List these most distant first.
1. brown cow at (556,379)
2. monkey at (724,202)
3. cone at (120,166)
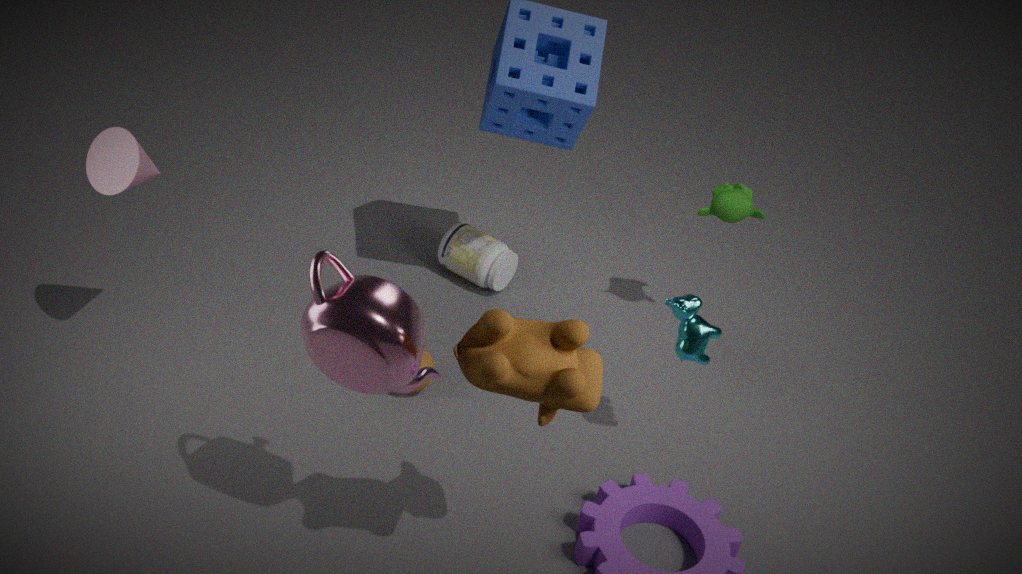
monkey at (724,202)
cone at (120,166)
brown cow at (556,379)
